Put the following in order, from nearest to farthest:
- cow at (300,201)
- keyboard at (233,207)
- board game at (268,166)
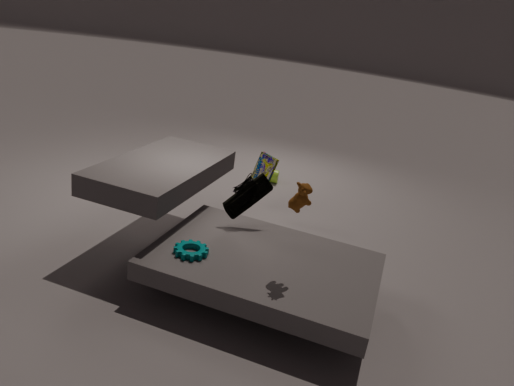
cow at (300,201), keyboard at (233,207), board game at (268,166)
